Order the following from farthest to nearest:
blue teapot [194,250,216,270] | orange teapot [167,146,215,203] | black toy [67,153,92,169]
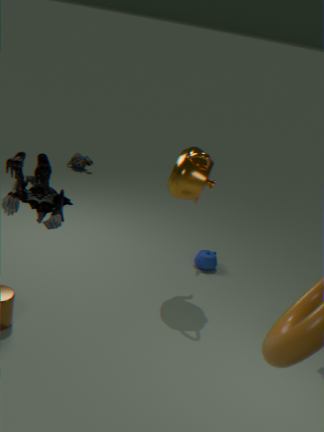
black toy [67,153,92,169] → blue teapot [194,250,216,270] → orange teapot [167,146,215,203]
